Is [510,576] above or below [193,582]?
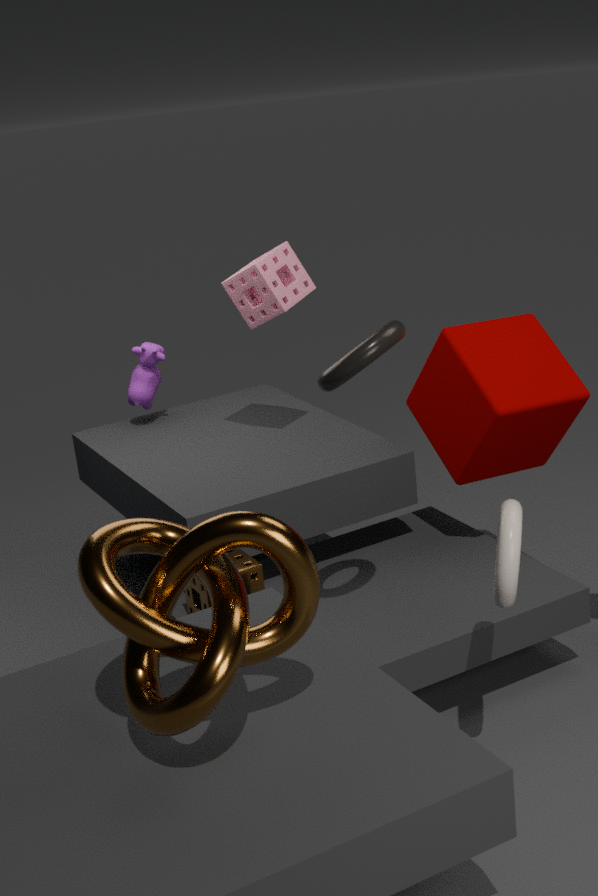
above
